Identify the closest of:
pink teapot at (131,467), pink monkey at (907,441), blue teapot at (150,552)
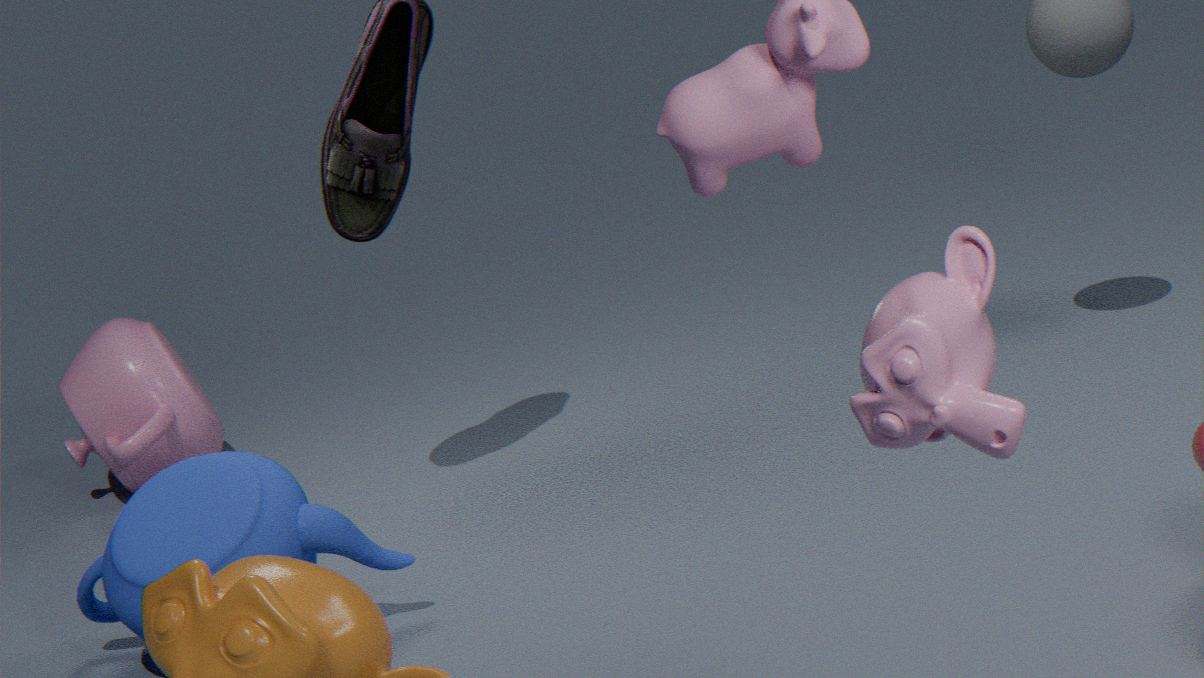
pink monkey at (907,441)
